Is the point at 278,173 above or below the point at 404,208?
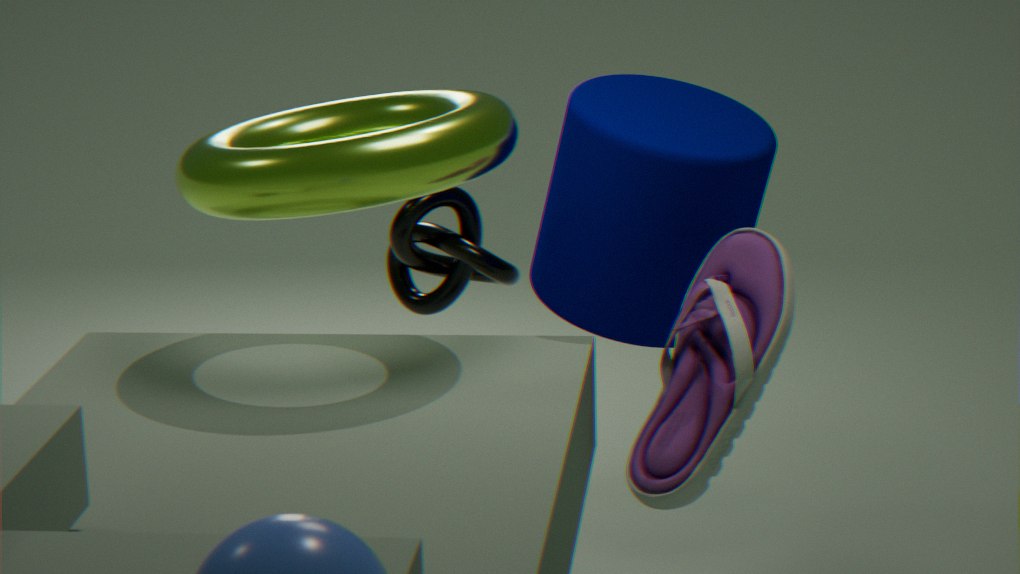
above
